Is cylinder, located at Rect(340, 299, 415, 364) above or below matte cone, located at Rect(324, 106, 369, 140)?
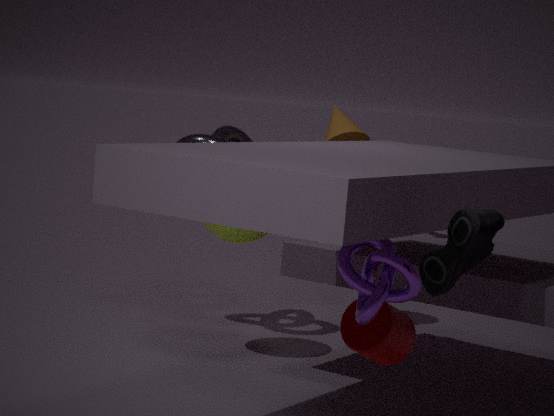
below
